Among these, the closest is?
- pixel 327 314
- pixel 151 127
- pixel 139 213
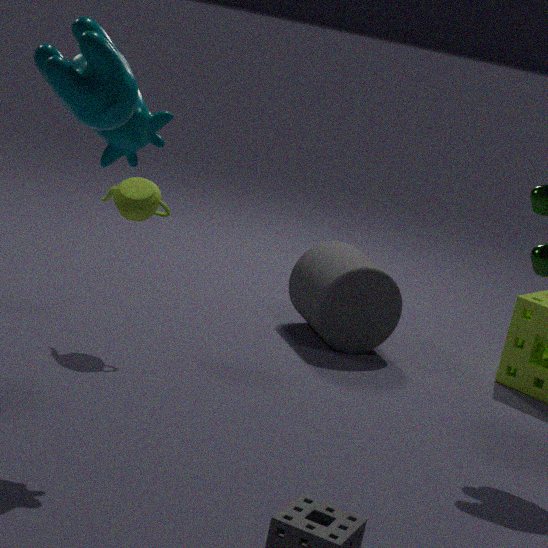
pixel 151 127
